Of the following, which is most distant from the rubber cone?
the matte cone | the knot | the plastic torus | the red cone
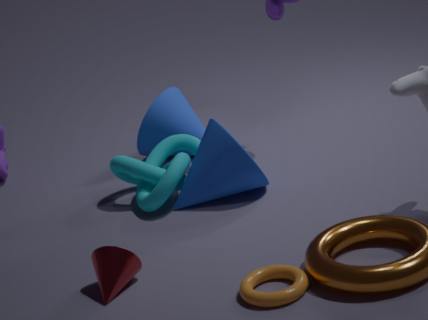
the plastic torus
